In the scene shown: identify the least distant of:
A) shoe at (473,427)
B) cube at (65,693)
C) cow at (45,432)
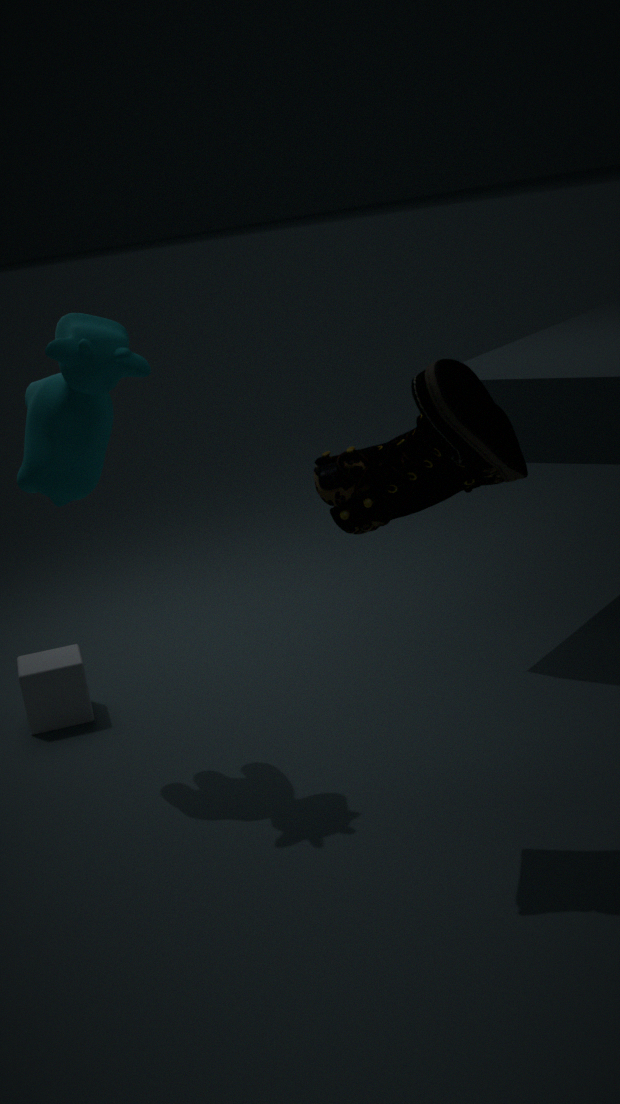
shoe at (473,427)
